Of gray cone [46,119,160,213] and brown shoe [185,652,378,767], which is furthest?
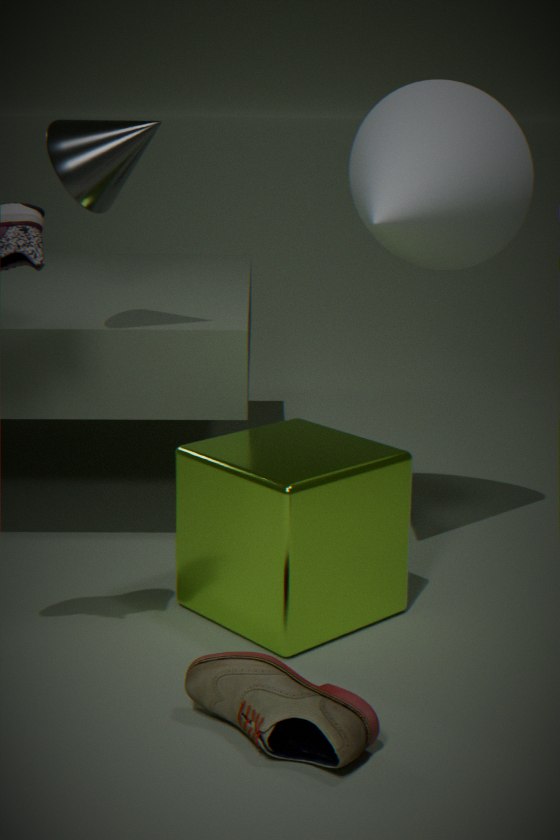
gray cone [46,119,160,213]
